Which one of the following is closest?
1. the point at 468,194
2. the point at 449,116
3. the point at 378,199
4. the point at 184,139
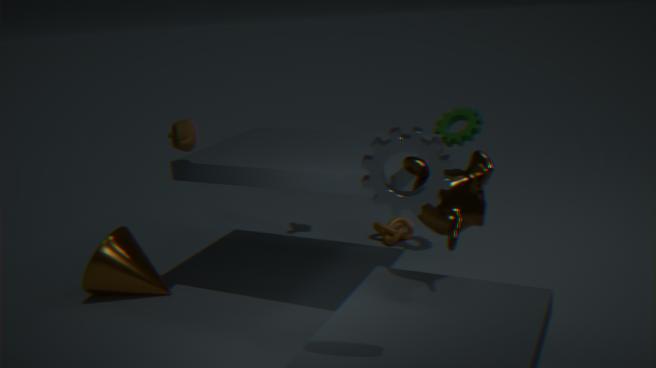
the point at 378,199
